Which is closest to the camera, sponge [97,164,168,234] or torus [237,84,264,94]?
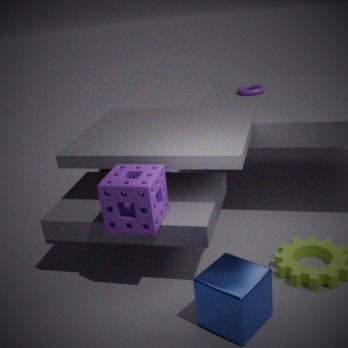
sponge [97,164,168,234]
